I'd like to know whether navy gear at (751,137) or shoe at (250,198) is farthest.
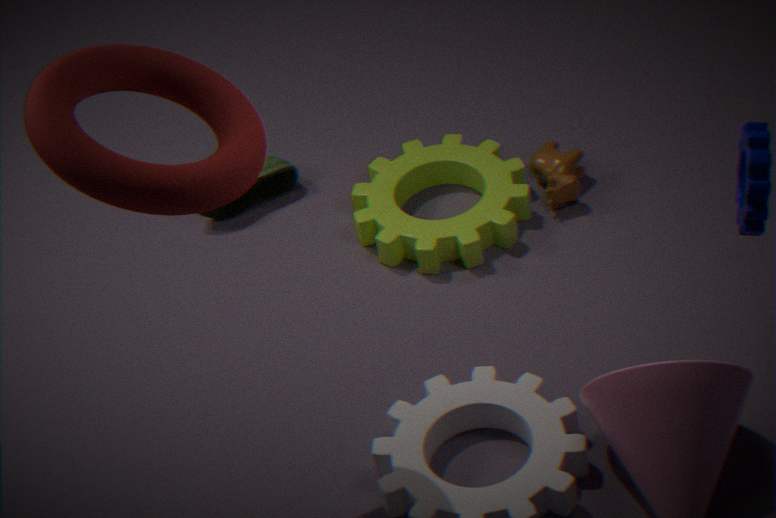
shoe at (250,198)
